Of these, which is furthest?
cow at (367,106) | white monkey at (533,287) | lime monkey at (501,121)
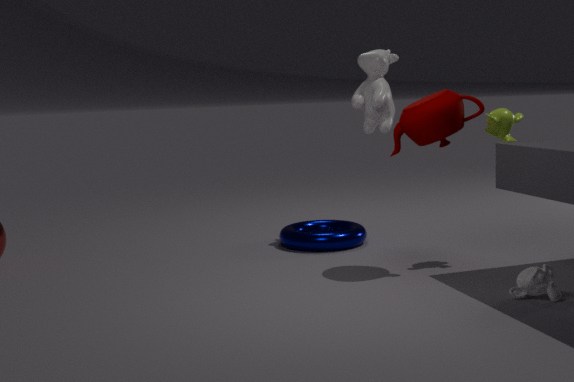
cow at (367,106)
